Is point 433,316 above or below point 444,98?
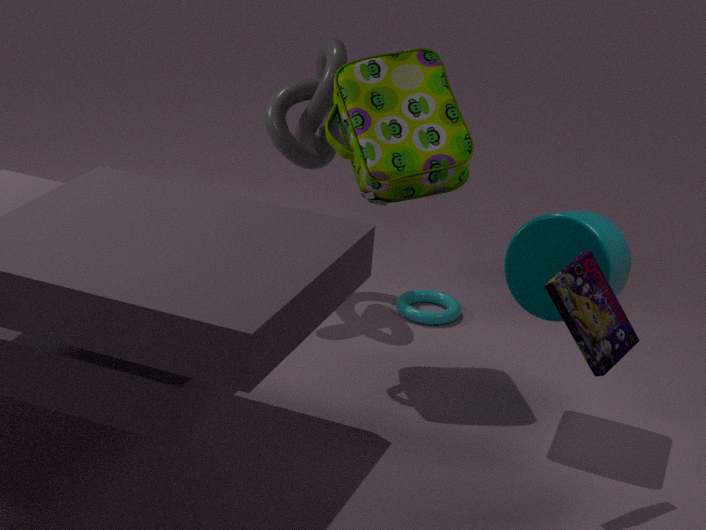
below
